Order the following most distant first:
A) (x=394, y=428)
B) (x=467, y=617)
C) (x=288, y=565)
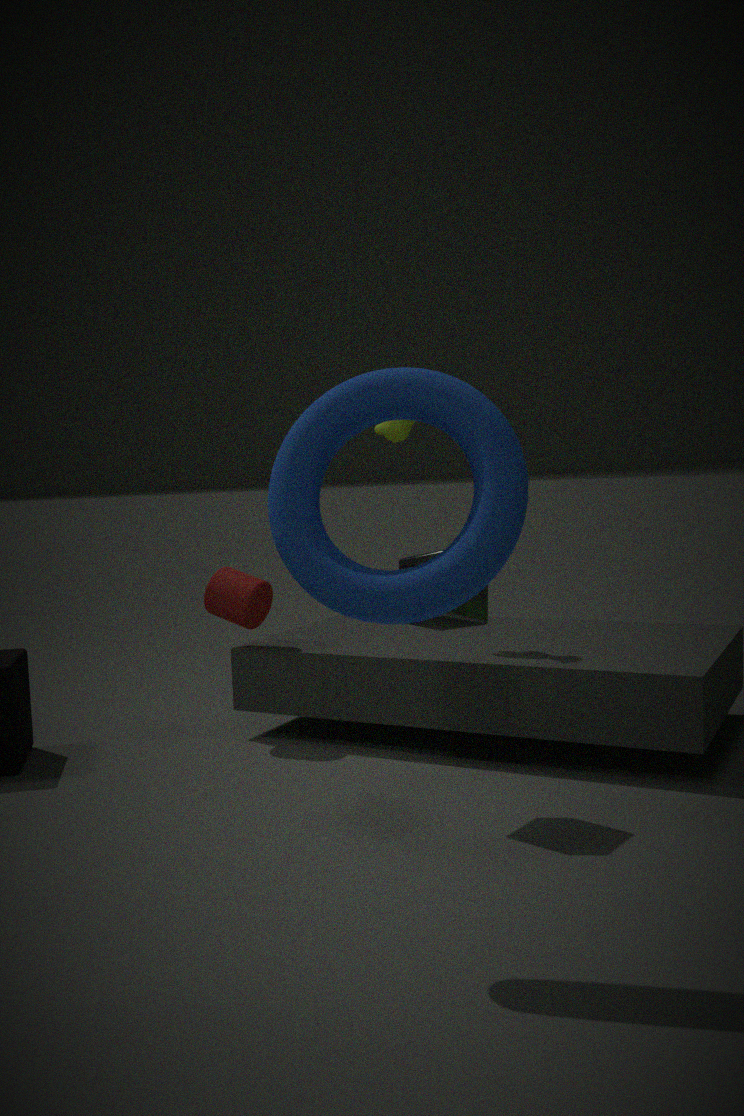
(x=394, y=428), (x=467, y=617), (x=288, y=565)
